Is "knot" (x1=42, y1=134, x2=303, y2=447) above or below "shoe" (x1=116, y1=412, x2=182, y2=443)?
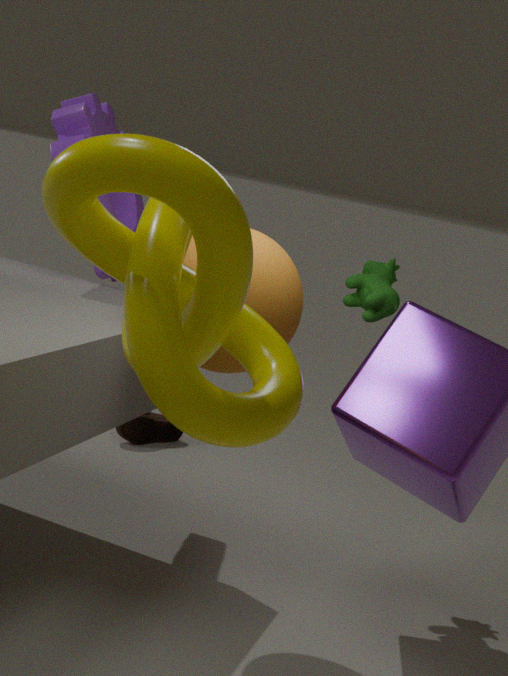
above
